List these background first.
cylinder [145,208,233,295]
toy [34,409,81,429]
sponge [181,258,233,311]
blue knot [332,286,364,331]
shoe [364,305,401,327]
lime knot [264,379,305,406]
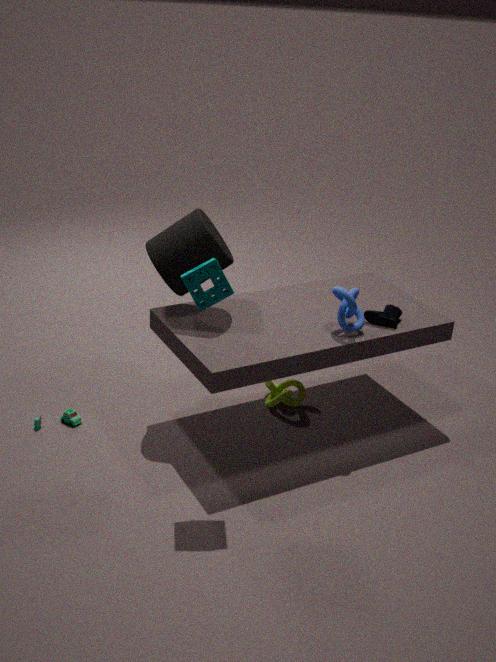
lime knot [264,379,305,406] < toy [34,409,81,429] < shoe [364,305,401,327] < blue knot [332,286,364,331] < cylinder [145,208,233,295] < sponge [181,258,233,311]
